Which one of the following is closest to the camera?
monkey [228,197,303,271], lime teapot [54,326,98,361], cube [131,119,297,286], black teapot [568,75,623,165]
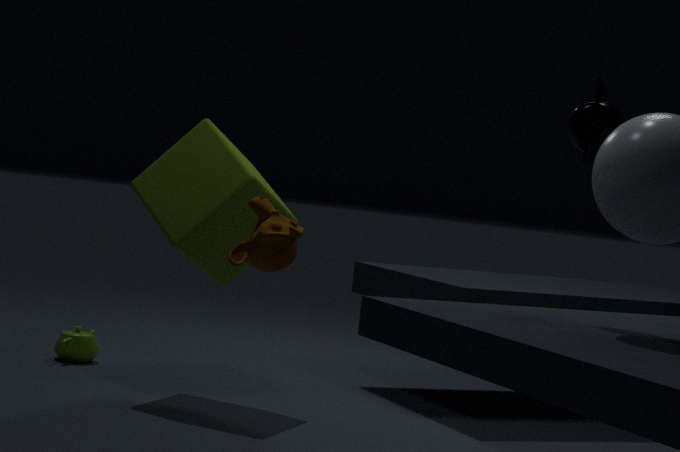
monkey [228,197,303,271]
